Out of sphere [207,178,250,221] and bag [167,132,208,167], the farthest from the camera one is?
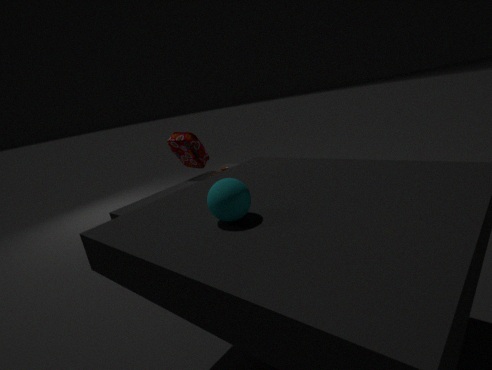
bag [167,132,208,167]
